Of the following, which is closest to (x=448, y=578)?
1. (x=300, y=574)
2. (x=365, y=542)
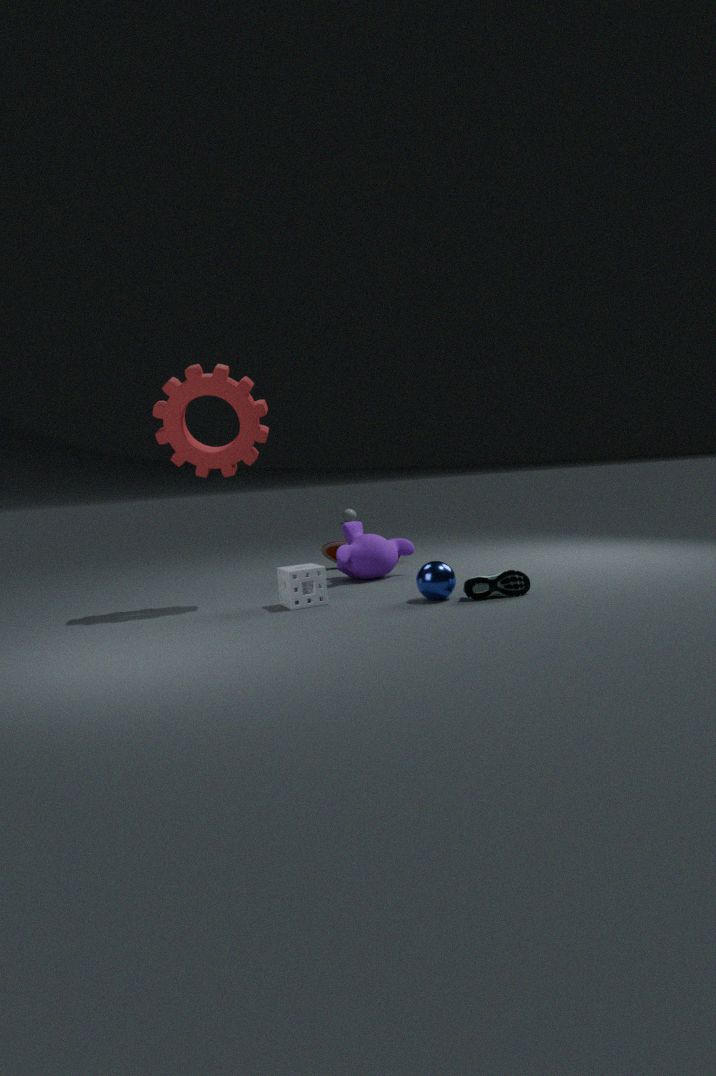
(x=300, y=574)
